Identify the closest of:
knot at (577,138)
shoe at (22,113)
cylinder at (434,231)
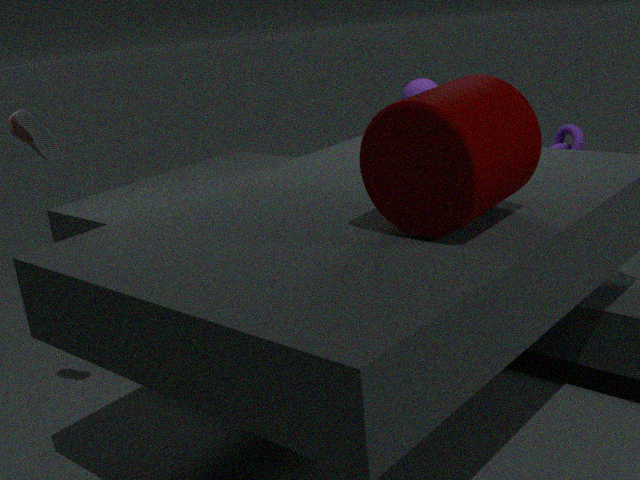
cylinder at (434,231)
